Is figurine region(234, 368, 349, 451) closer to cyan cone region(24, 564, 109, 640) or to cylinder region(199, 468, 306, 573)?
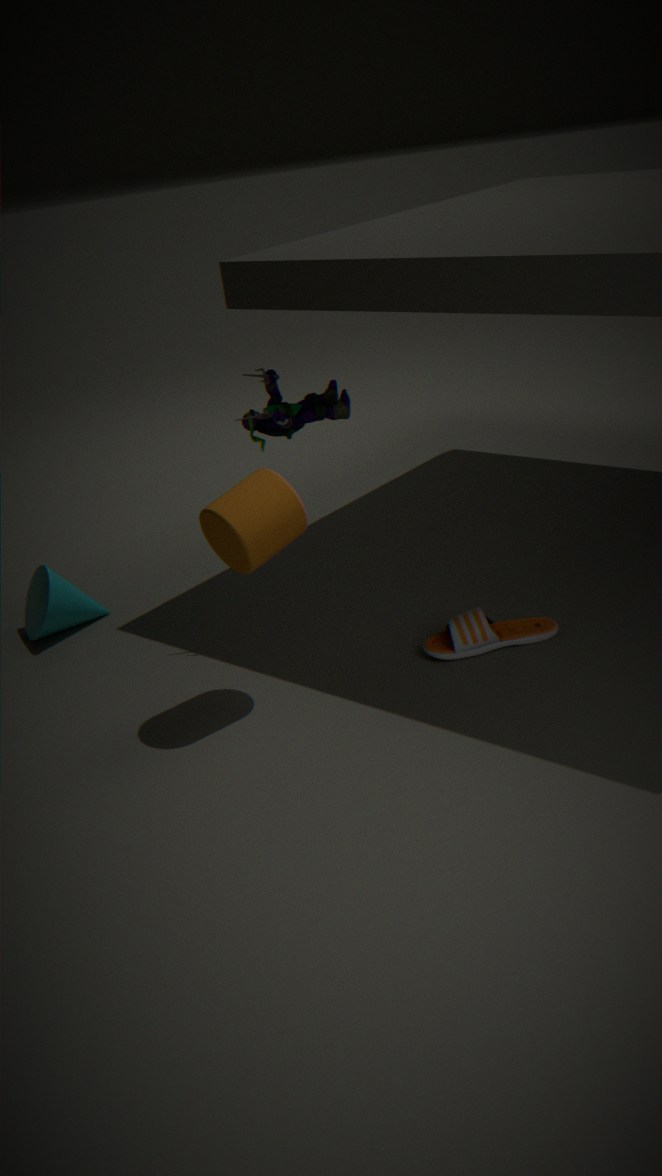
cylinder region(199, 468, 306, 573)
